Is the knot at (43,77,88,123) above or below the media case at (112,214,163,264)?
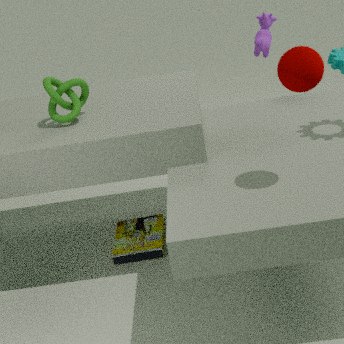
above
